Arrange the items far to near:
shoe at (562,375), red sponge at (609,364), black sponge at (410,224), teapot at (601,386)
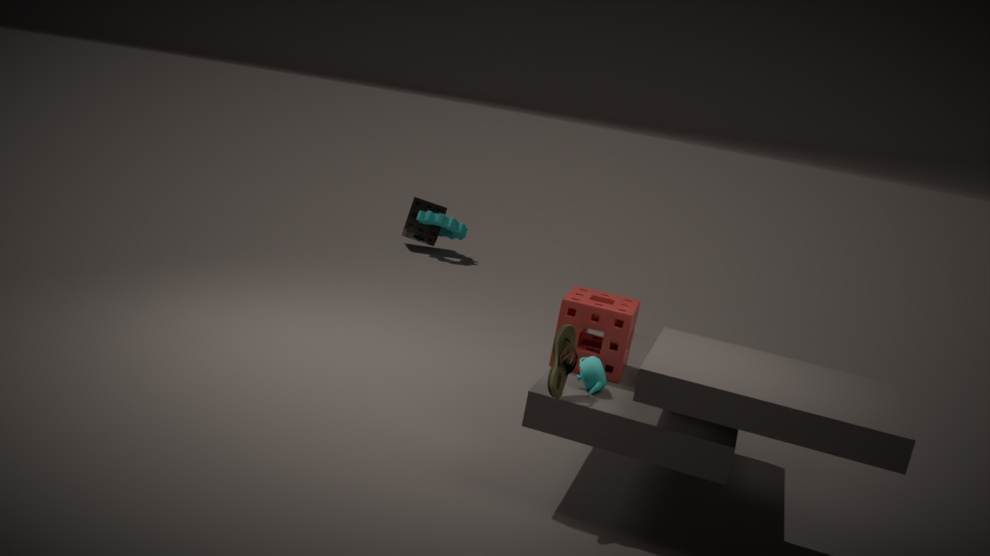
1. black sponge at (410,224)
2. red sponge at (609,364)
3. teapot at (601,386)
4. shoe at (562,375)
